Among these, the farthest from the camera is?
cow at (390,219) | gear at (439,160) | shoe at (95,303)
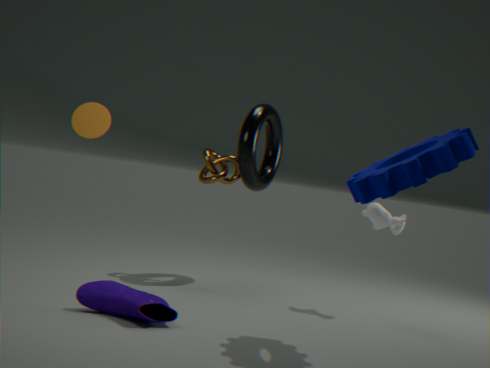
cow at (390,219)
